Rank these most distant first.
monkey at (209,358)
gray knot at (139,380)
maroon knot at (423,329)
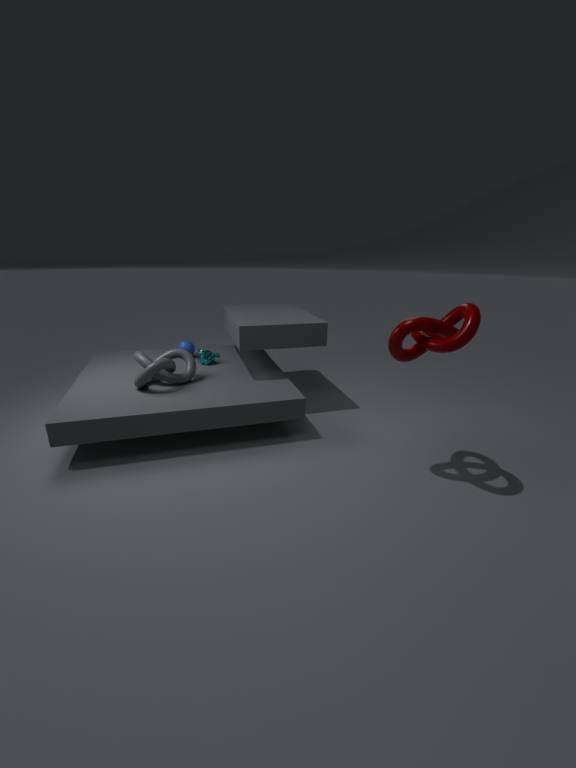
monkey at (209,358) < gray knot at (139,380) < maroon knot at (423,329)
